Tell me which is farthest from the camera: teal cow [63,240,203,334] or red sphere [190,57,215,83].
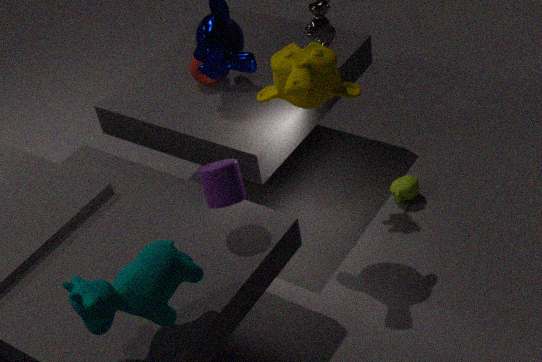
red sphere [190,57,215,83]
